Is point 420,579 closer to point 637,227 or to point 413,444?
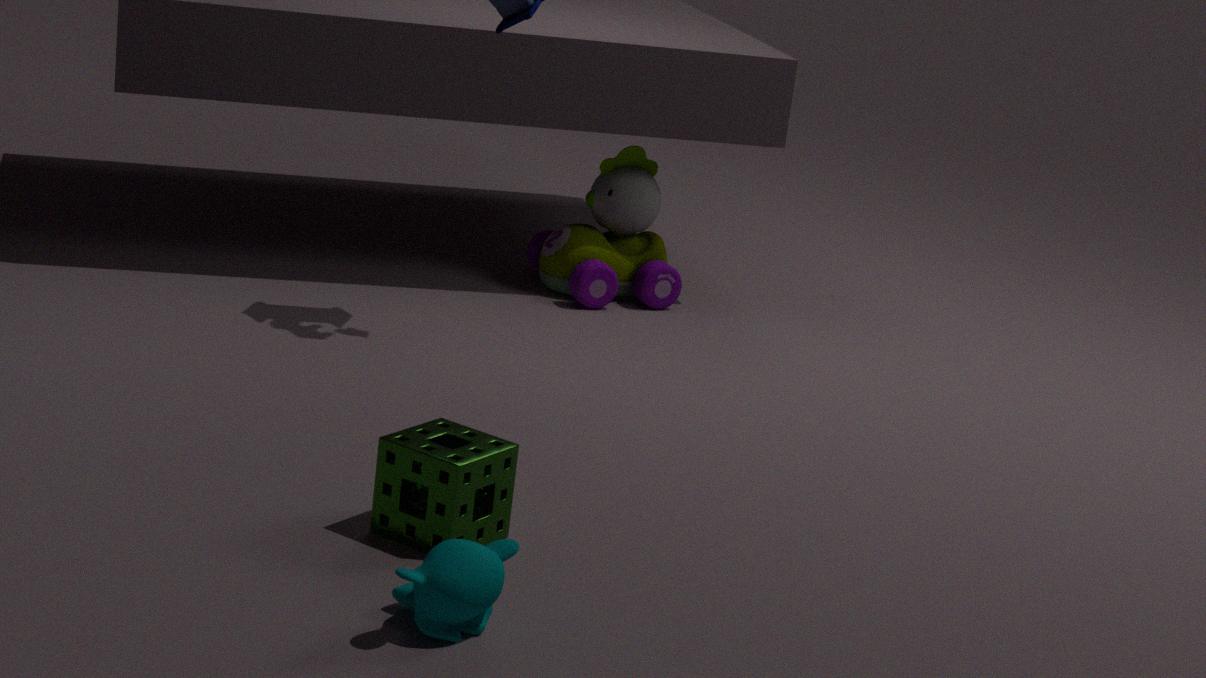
point 413,444
